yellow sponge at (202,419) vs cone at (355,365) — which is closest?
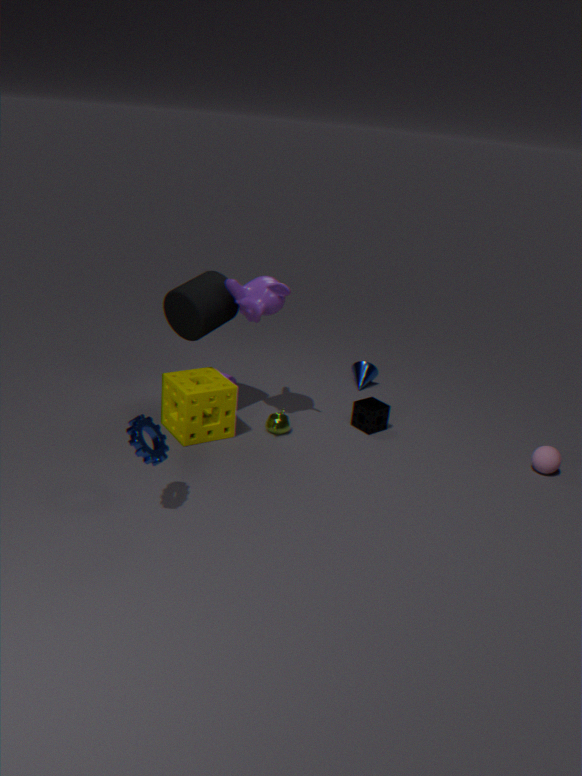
yellow sponge at (202,419)
